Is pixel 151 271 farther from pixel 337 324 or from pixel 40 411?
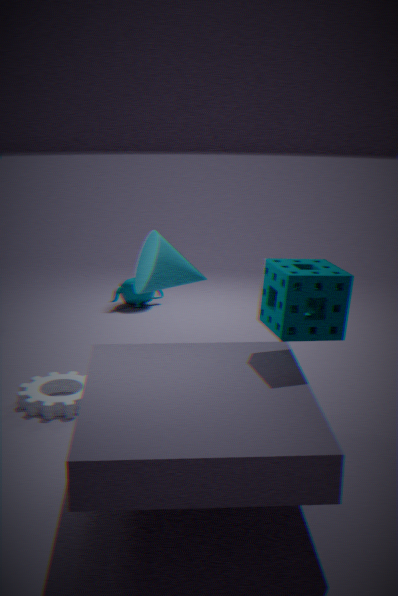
pixel 337 324
